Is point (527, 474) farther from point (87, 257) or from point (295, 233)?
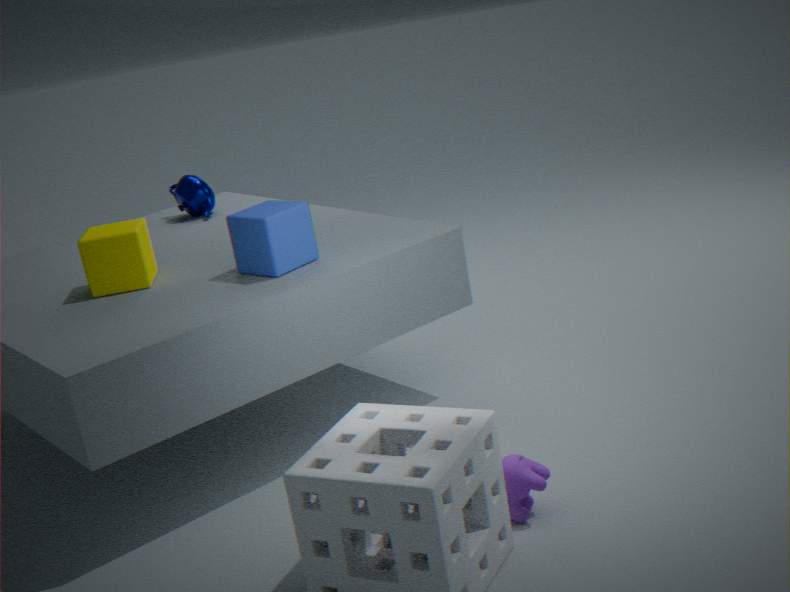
point (87, 257)
